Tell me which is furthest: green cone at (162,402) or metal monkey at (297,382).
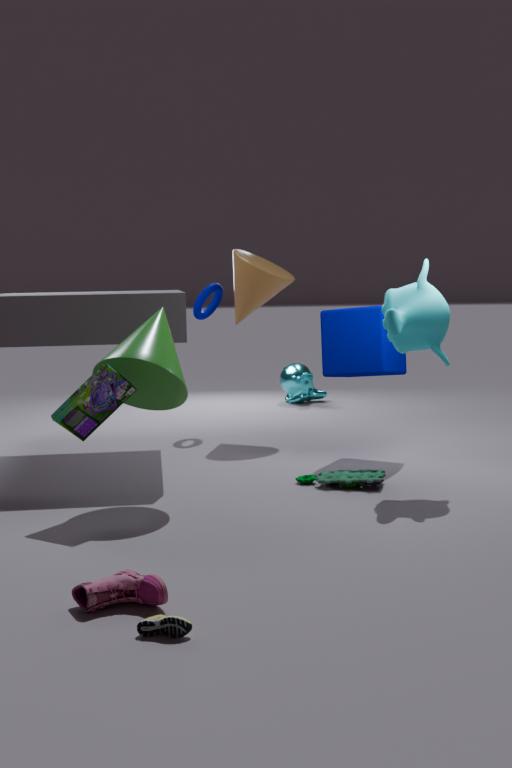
metal monkey at (297,382)
